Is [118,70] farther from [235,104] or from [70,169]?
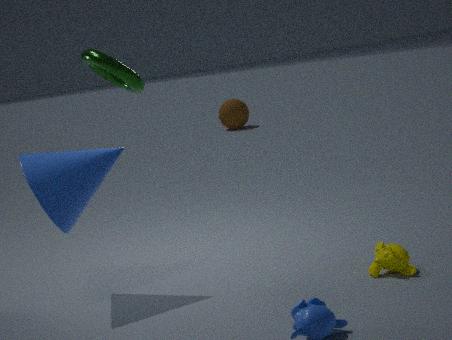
[235,104]
